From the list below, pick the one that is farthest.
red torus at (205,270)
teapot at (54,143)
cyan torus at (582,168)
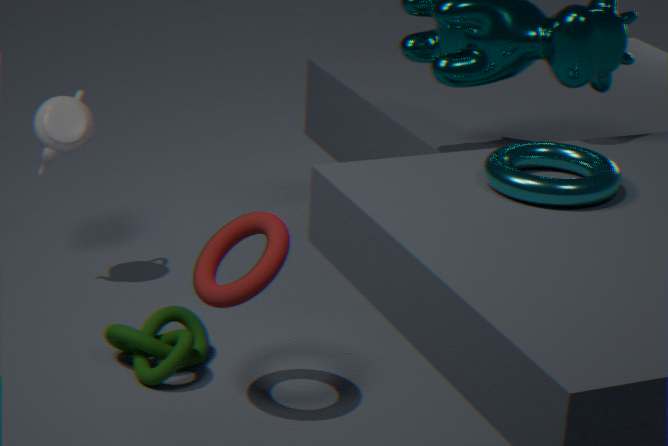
teapot at (54,143)
